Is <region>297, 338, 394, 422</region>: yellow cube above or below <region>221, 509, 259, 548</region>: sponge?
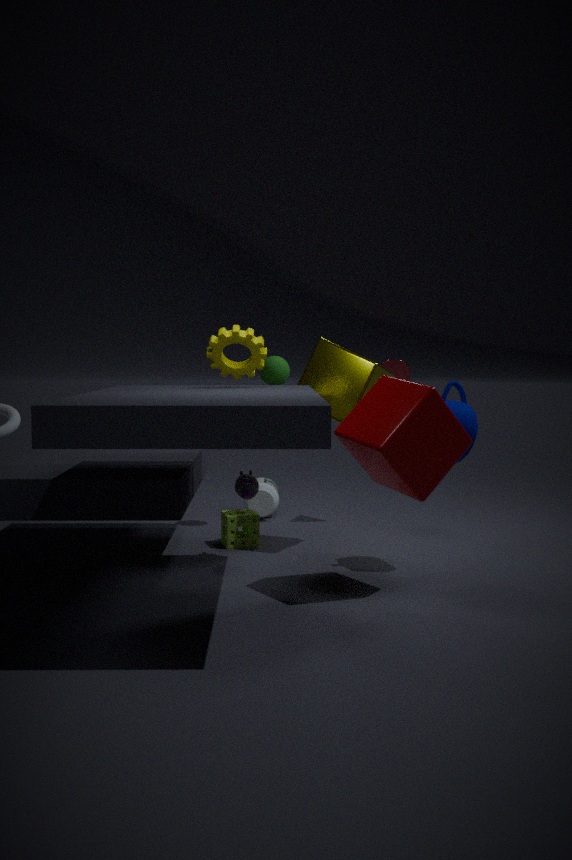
above
